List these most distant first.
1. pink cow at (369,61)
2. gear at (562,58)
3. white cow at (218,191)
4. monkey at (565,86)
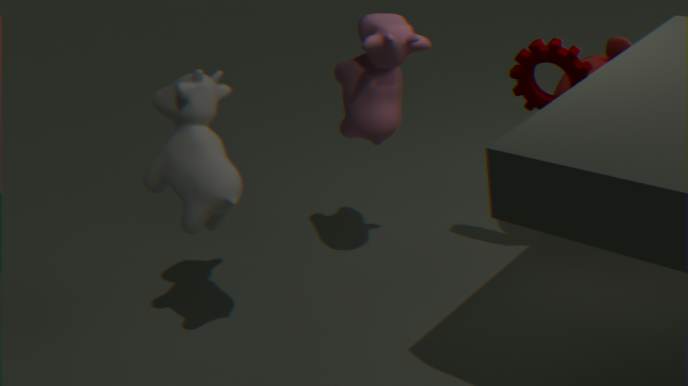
monkey at (565,86) → pink cow at (369,61) → gear at (562,58) → white cow at (218,191)
